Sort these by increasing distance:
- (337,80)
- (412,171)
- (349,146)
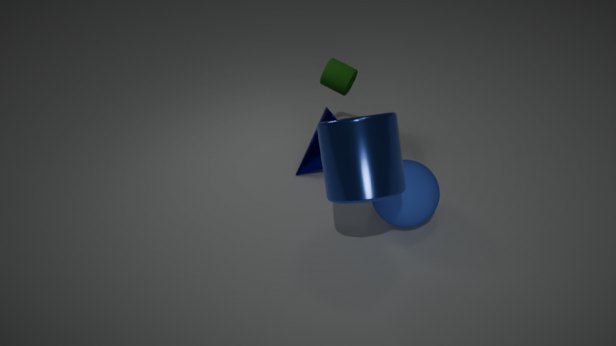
1. (349,146)
2. (412,171)
3. (337,80)
